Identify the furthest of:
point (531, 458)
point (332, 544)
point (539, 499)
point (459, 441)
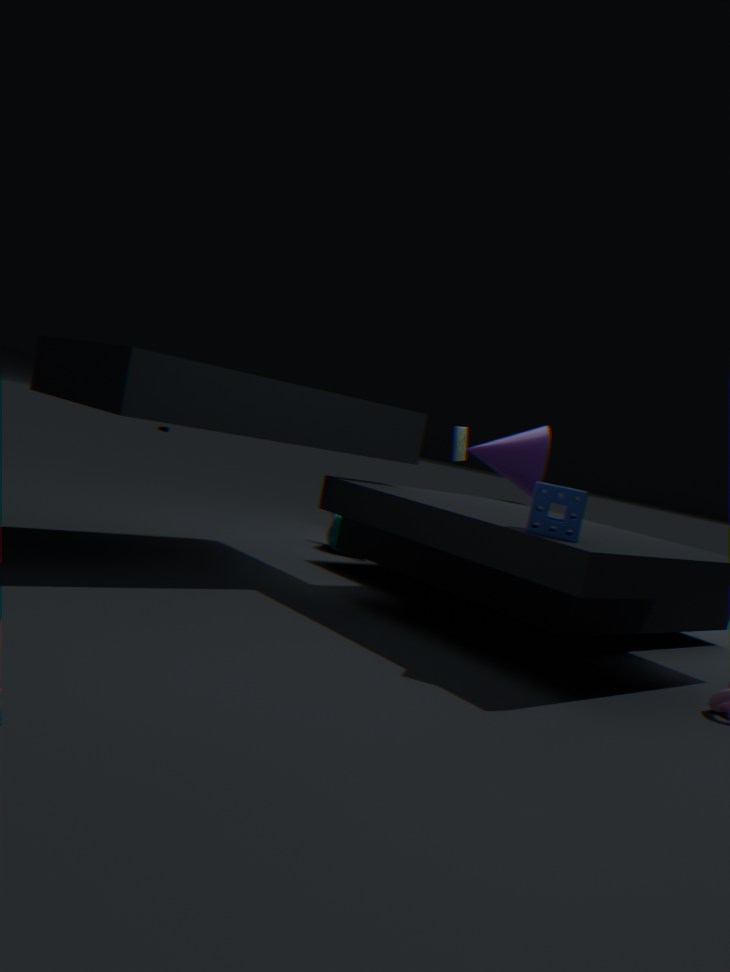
point (332, 544)
